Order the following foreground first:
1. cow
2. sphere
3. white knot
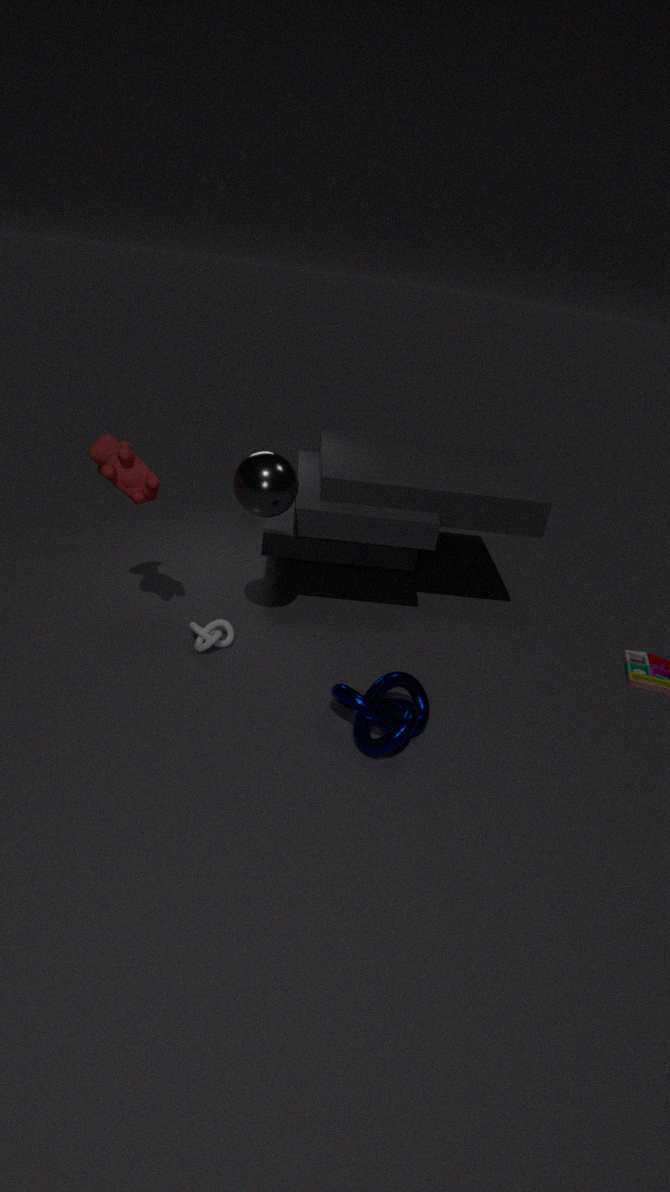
1. cow
2. sphere
3. white knot
